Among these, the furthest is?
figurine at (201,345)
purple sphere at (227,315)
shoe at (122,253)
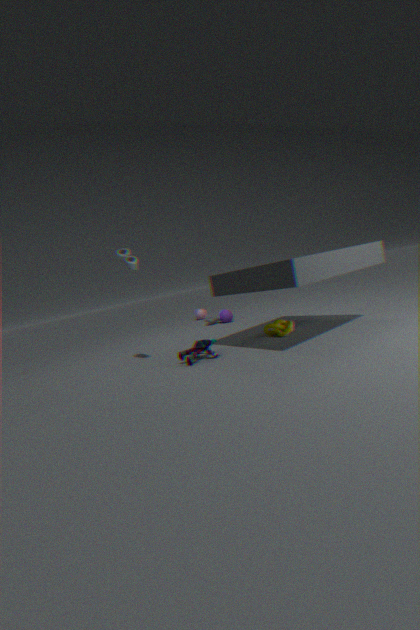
purple sphere at (227,315)
